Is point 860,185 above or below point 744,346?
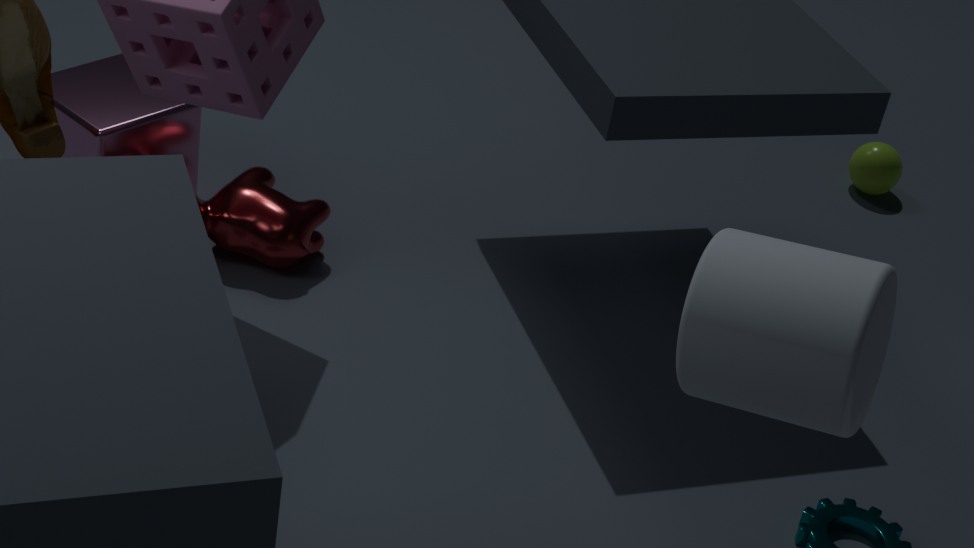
below
